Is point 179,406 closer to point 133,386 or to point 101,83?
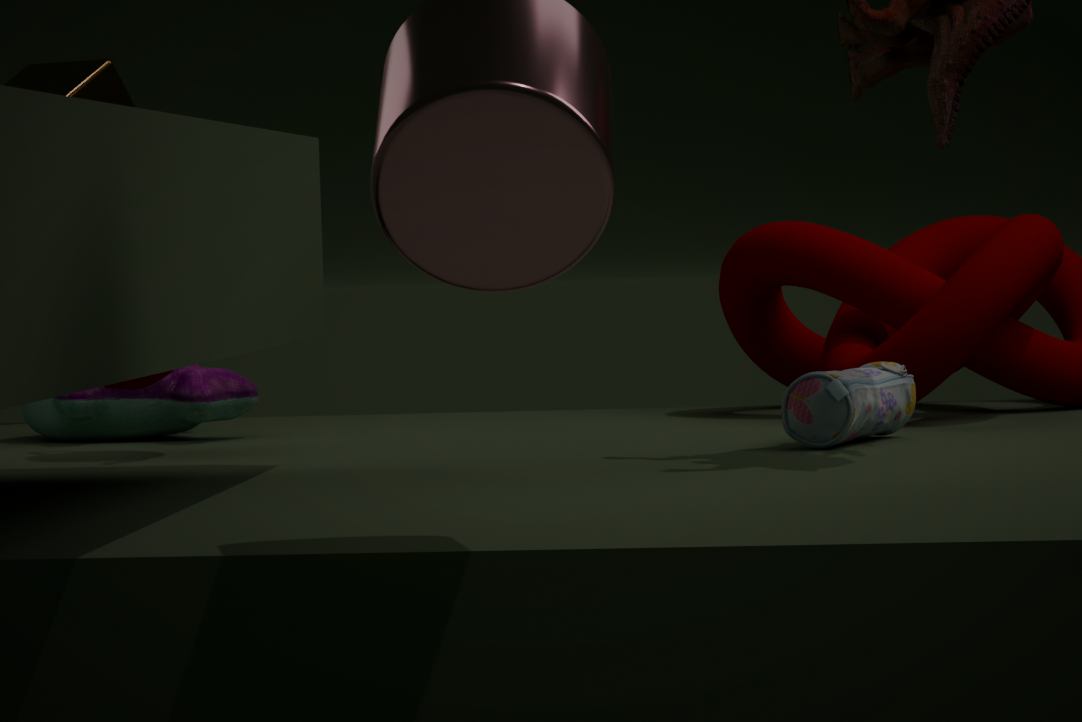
point 133,386
